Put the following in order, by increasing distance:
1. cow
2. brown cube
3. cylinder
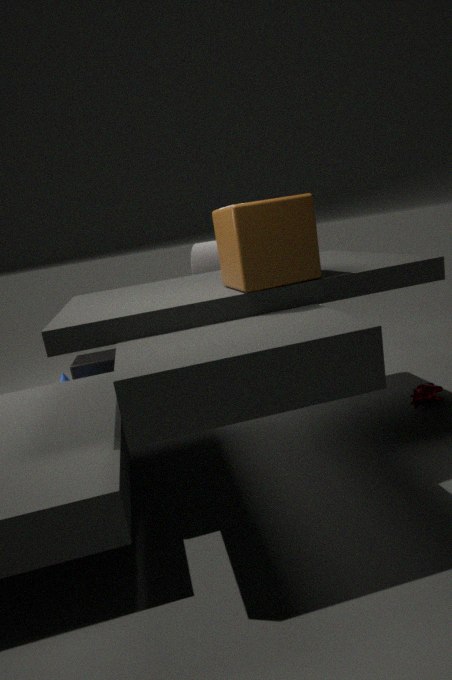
brown cube → cow → cylinder
